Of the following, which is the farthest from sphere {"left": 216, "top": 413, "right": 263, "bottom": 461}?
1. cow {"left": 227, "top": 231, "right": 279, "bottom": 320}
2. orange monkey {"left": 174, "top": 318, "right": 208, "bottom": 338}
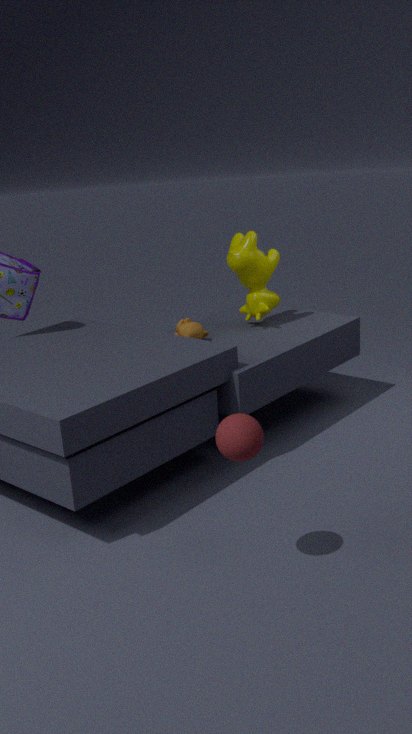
cow {"left": 227, "top": 231, "right": 279, "bottom": 320}
